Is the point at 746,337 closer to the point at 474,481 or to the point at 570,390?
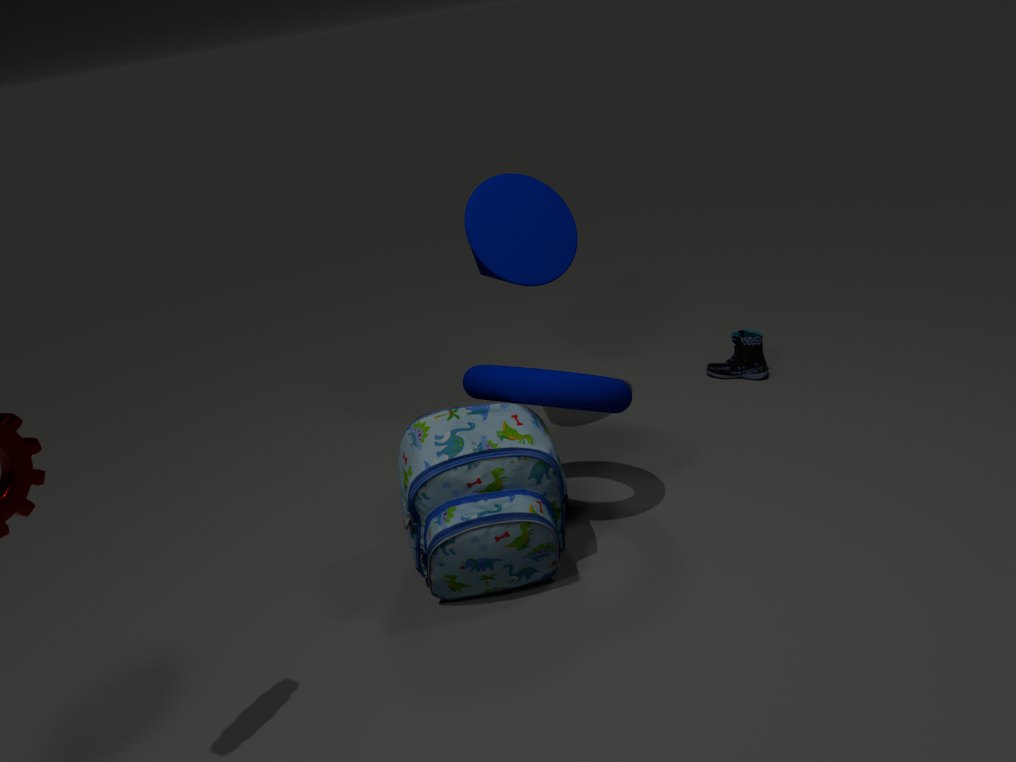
the point at 570,390
